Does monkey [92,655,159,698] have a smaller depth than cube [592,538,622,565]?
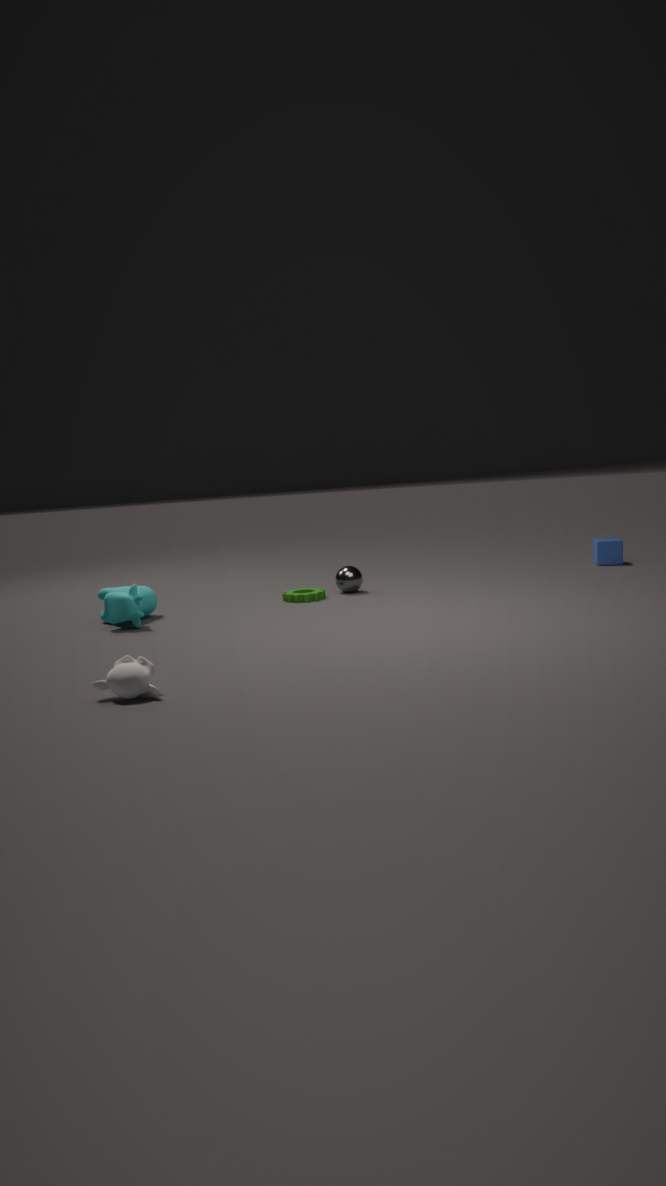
Yes
